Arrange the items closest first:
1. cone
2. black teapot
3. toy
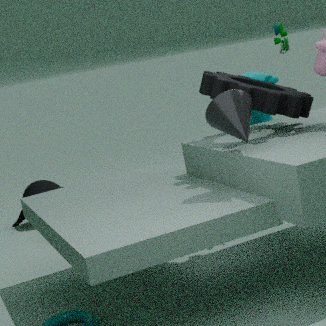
cone → toy → black teapot
